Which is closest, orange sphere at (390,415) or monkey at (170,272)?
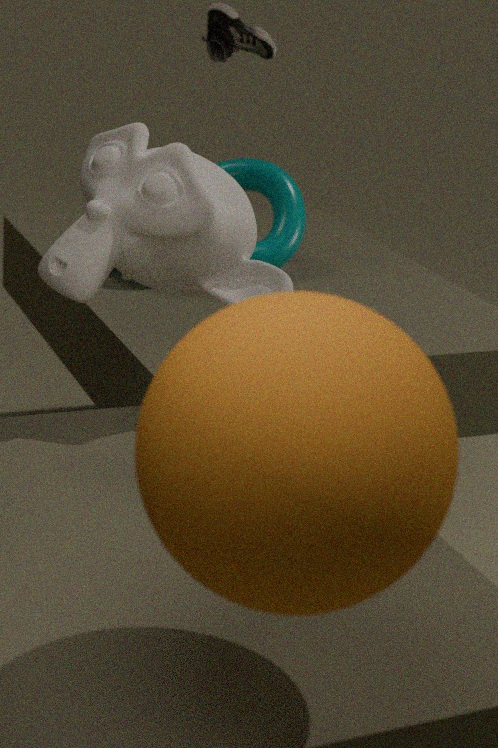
orange sphere at (390,415)
